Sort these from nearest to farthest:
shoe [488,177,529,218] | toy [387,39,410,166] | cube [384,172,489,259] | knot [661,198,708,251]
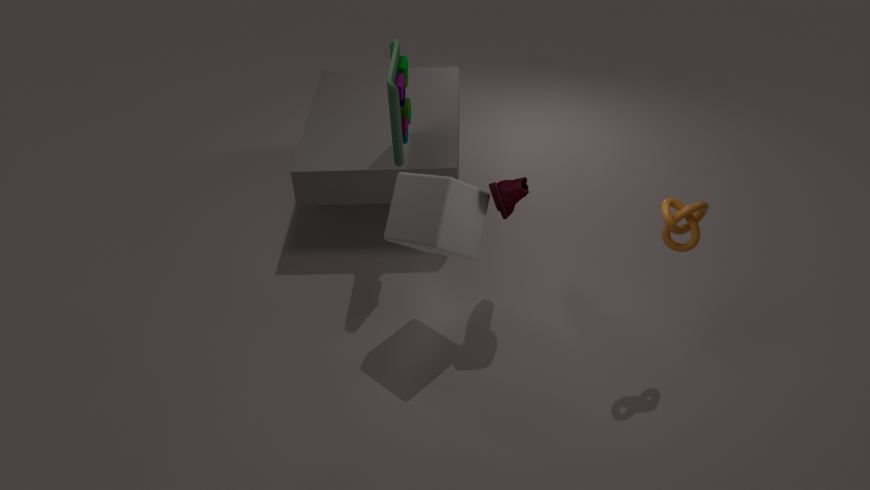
knot [661,198,708,251], cube [384,172,489,259], shoe [488,177,529,218], toy [387,39,410,166]
